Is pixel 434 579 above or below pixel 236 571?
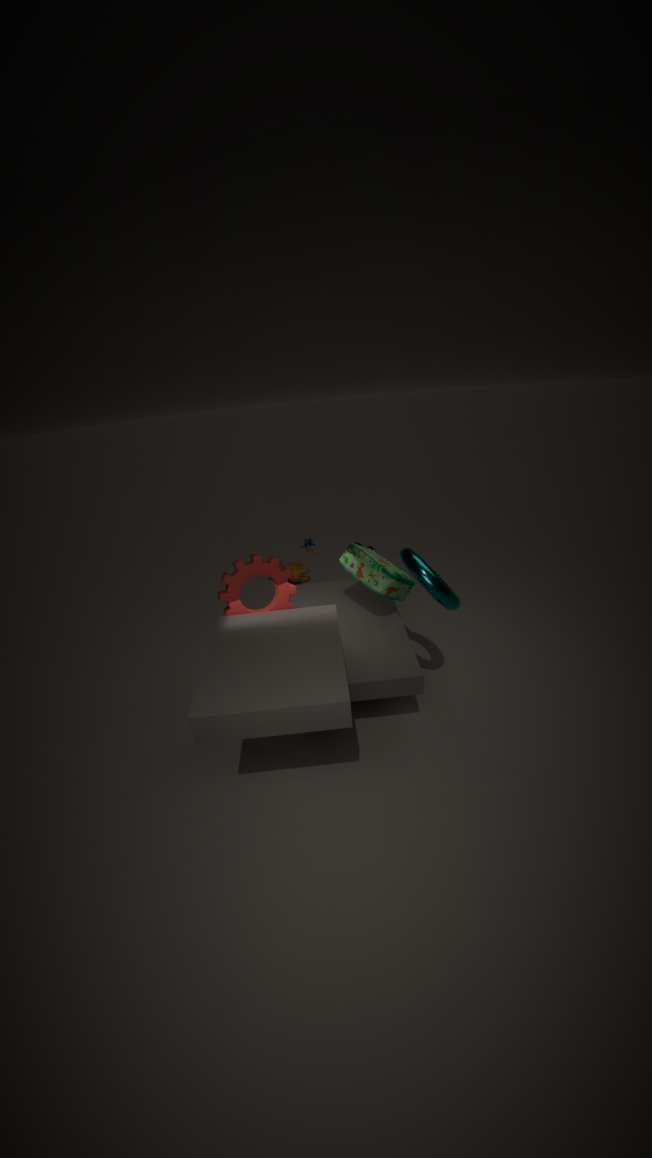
above
